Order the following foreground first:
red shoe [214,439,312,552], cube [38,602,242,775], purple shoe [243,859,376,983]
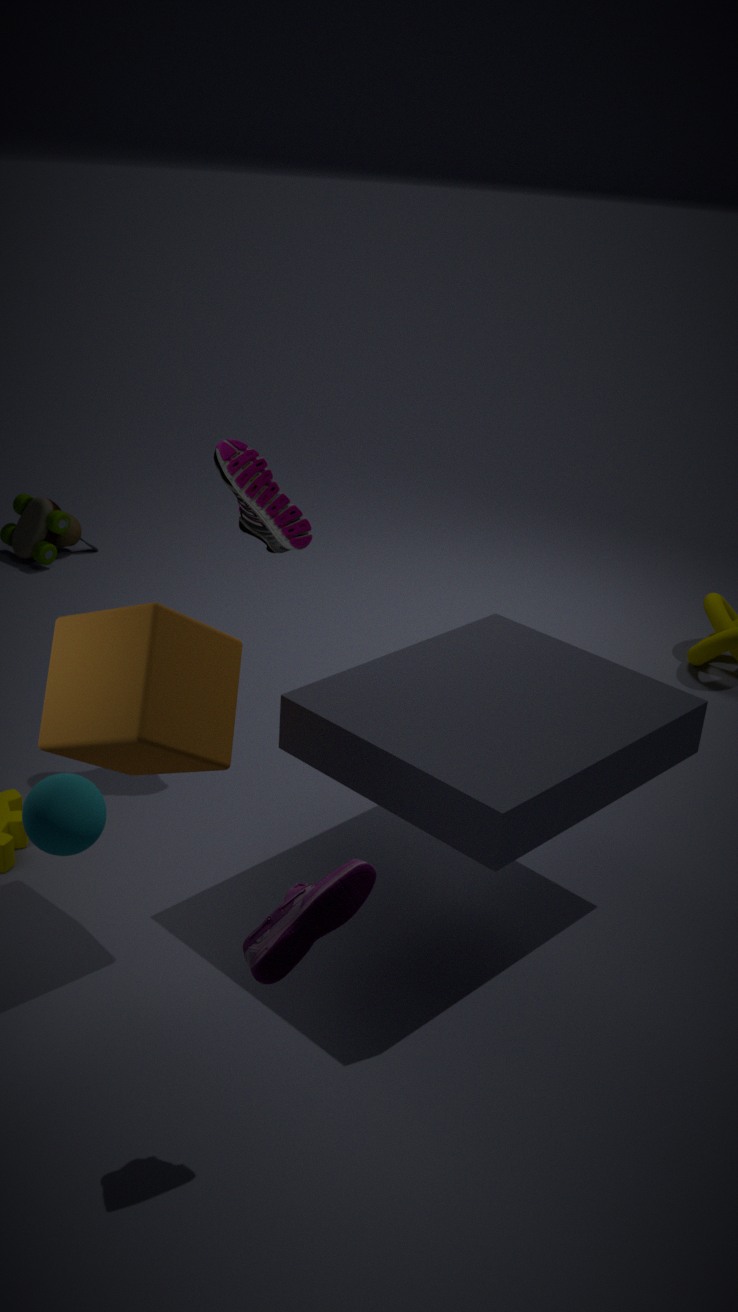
purple shoe [243,859,376,983], cube [38,602,242,775], red shoe [214,439,312,552]
